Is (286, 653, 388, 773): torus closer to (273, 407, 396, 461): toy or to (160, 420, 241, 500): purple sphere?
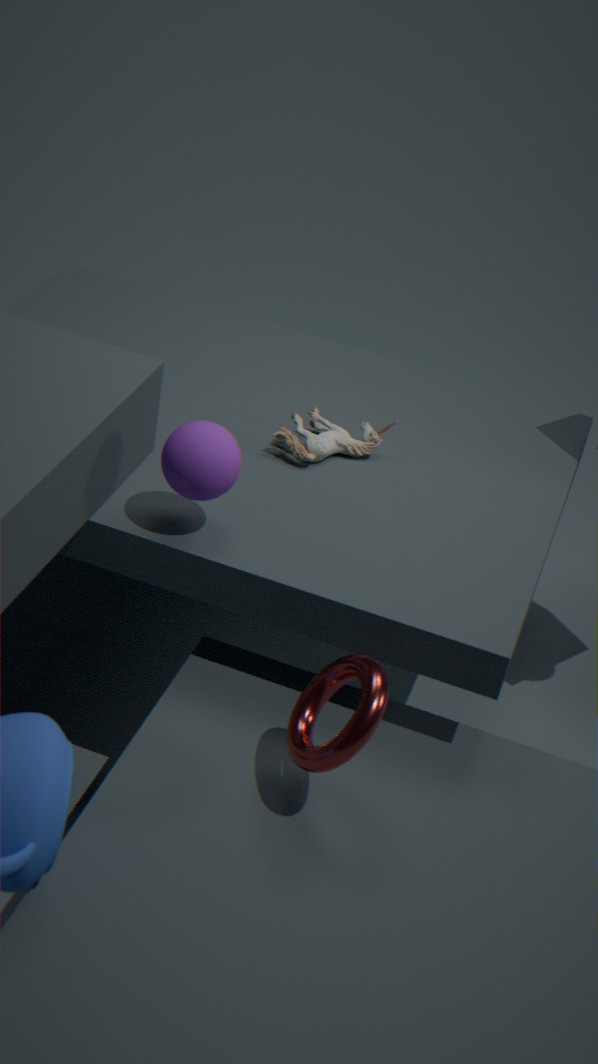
(160, 420, 241, 500): purple sphere
